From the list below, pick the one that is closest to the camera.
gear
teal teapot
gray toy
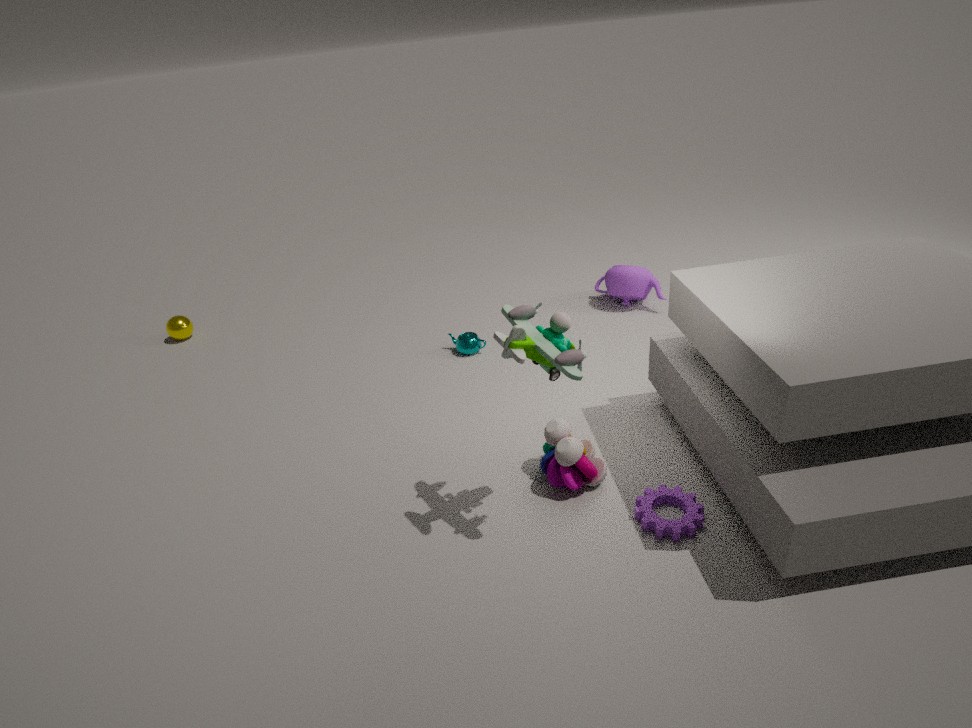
gray toy
